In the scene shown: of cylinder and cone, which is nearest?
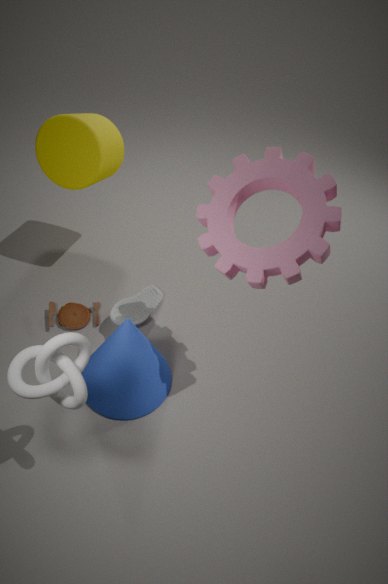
cone
